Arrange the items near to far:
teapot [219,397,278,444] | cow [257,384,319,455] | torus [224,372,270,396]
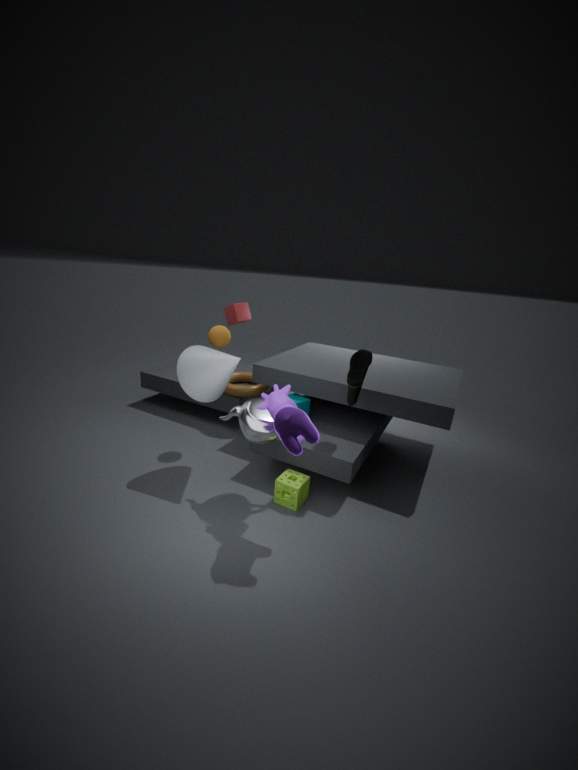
cow [257,384,319,455]
teapot [219,397,278,444]
torus [224,372,270,396]
